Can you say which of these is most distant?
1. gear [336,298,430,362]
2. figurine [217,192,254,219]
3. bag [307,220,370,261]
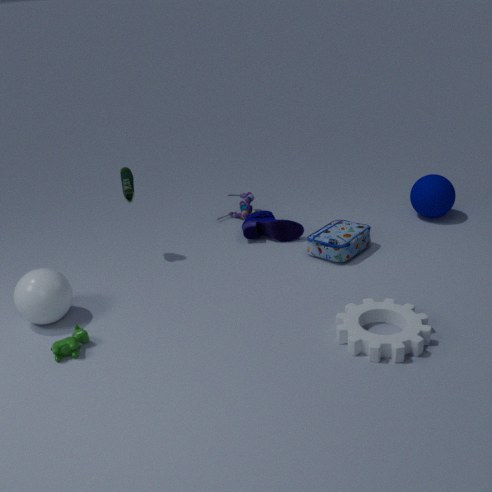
figurine [217,192,254,219]
